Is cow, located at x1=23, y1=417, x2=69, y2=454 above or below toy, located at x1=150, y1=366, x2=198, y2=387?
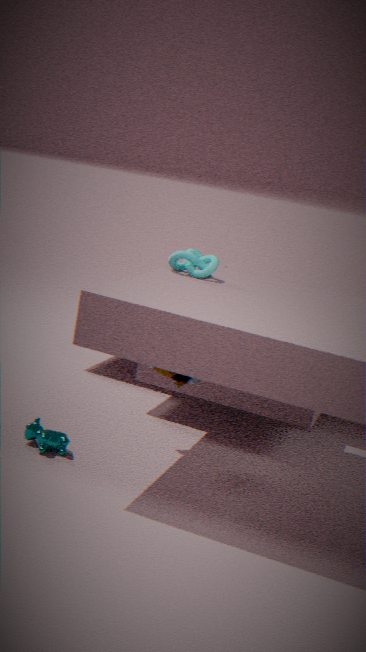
below
